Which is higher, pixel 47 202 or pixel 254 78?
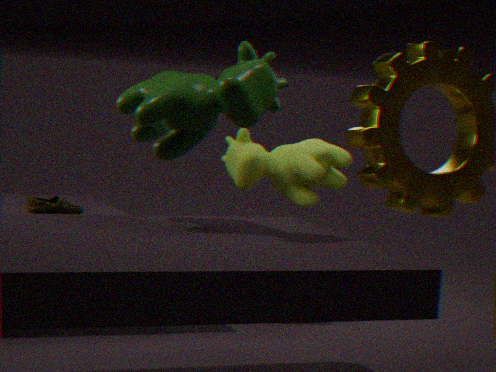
pixel 254 78
